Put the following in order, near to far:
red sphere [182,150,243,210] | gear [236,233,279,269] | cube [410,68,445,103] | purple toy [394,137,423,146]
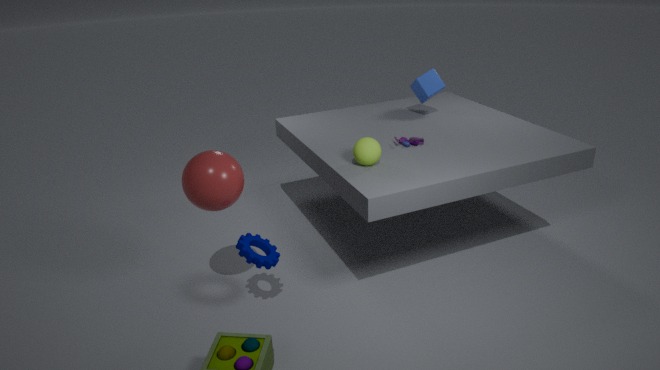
red sphere [182,150,243,210], gear [236,233,279,269], purple toy [394,137,423,146], cube [410,68,445,103]
